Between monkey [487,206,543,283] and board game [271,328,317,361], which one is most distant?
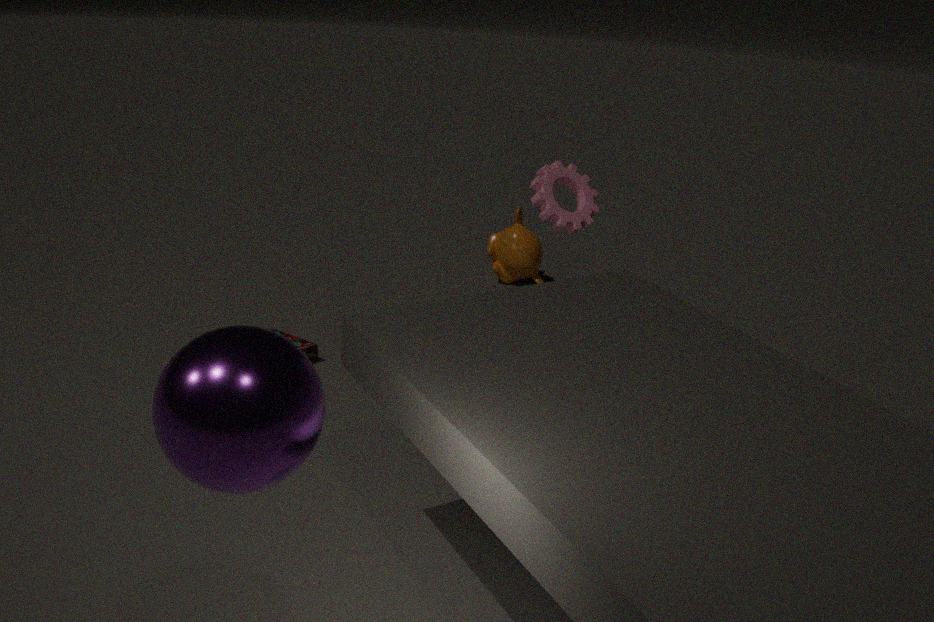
monkey [487,206,543,283]
